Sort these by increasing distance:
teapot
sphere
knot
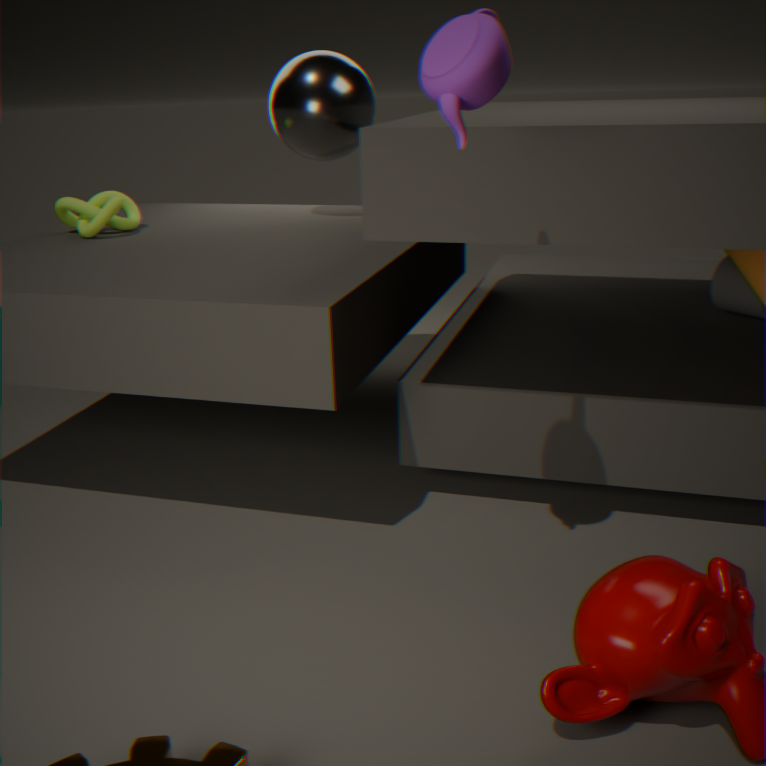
teapot
knot
sphere
